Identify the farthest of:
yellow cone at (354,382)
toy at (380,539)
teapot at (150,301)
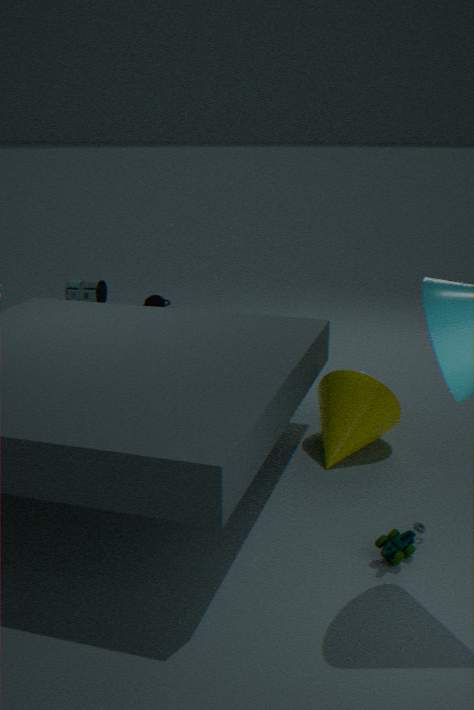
teapot at (150,301)
